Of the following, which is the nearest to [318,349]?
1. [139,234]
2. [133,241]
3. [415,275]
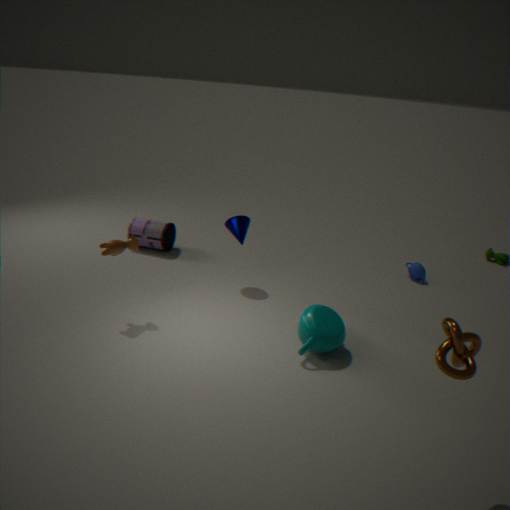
[133,241]
